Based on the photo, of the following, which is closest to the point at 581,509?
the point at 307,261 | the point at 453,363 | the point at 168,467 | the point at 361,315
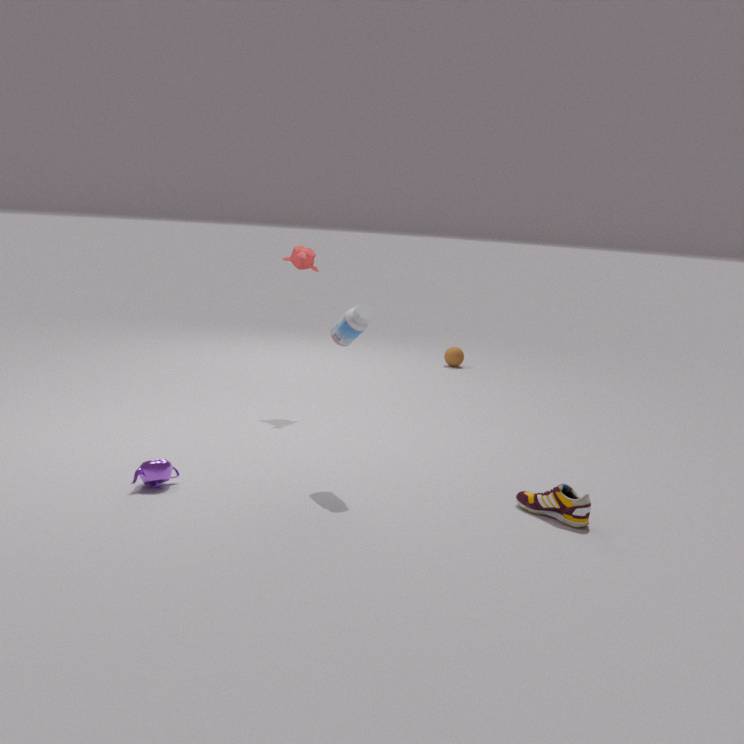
the point at 361,315
